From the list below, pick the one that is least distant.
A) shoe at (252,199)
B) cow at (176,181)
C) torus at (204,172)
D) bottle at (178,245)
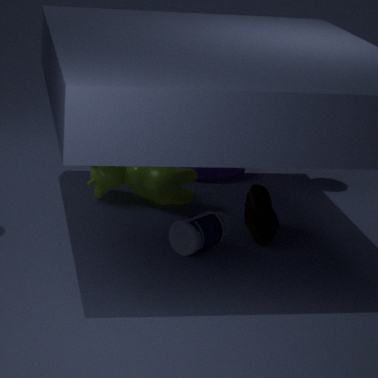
bottle at (178,245)
